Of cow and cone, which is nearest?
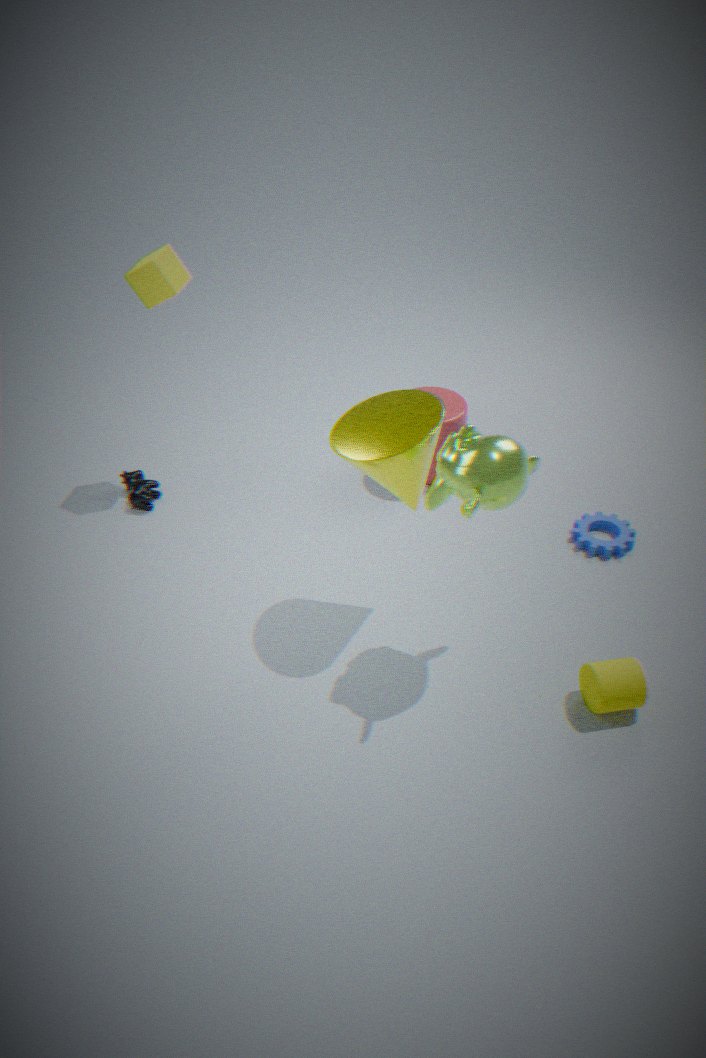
cone
